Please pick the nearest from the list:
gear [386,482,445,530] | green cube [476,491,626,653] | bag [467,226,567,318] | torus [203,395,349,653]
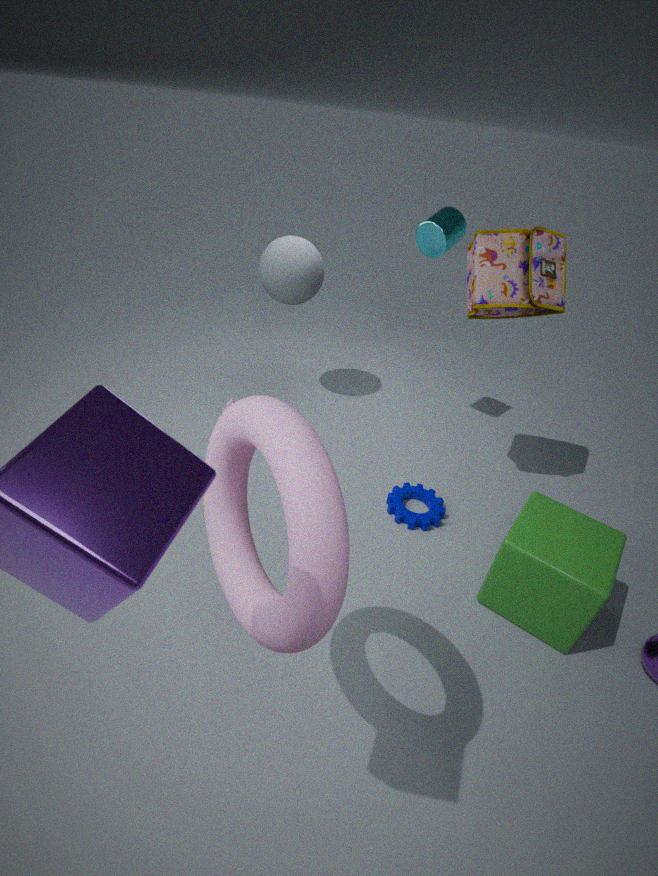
torus [203,395,349,653]
